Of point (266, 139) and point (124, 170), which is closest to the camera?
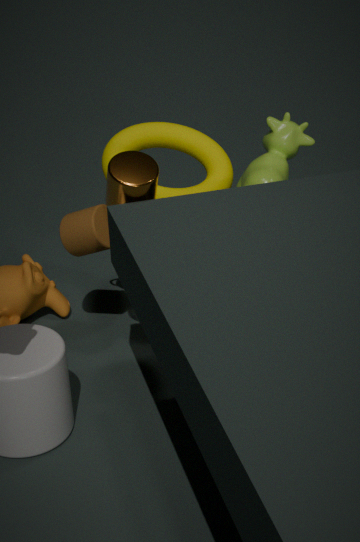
point (124, 170)
